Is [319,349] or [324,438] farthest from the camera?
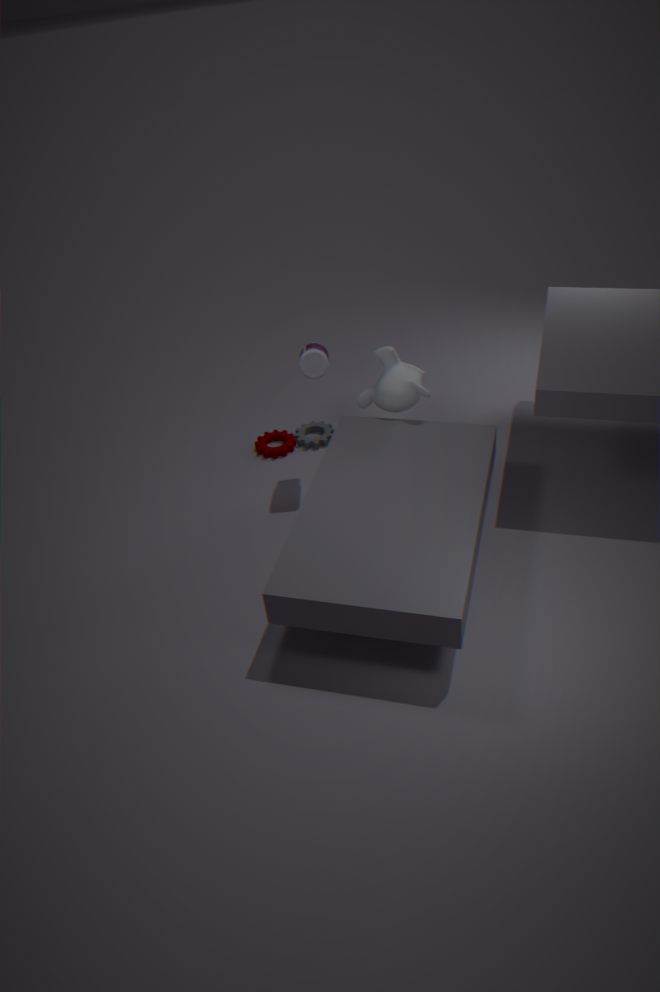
[324,438]
